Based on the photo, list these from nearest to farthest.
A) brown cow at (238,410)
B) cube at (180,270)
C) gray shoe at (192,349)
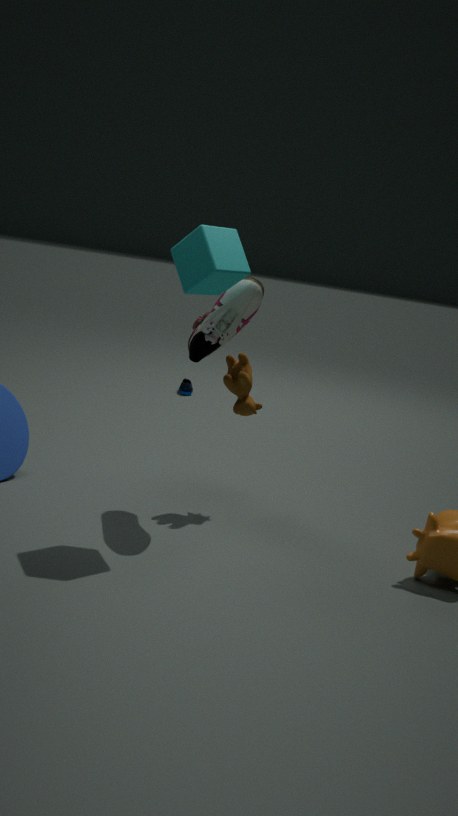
cube at (180,270) → gray shoe at (192,349) → brown cow at (238,410)
